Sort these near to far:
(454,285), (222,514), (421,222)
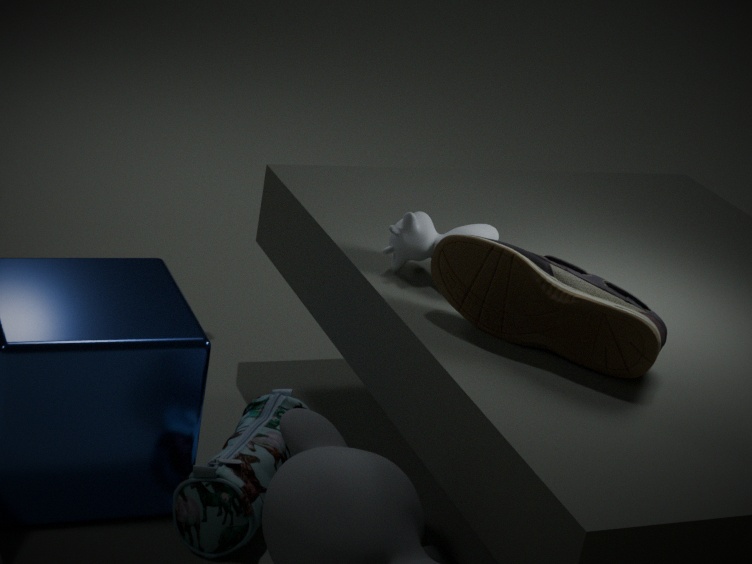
1. (222,514)
2. (454,285)
3. (421,222)
